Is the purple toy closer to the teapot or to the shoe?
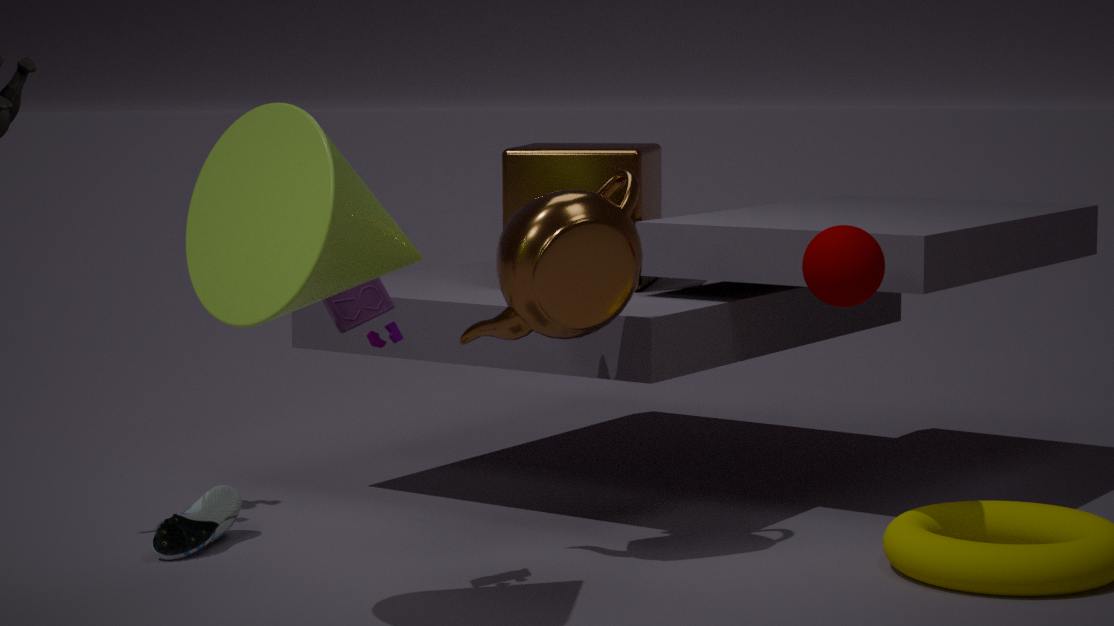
the teapot
